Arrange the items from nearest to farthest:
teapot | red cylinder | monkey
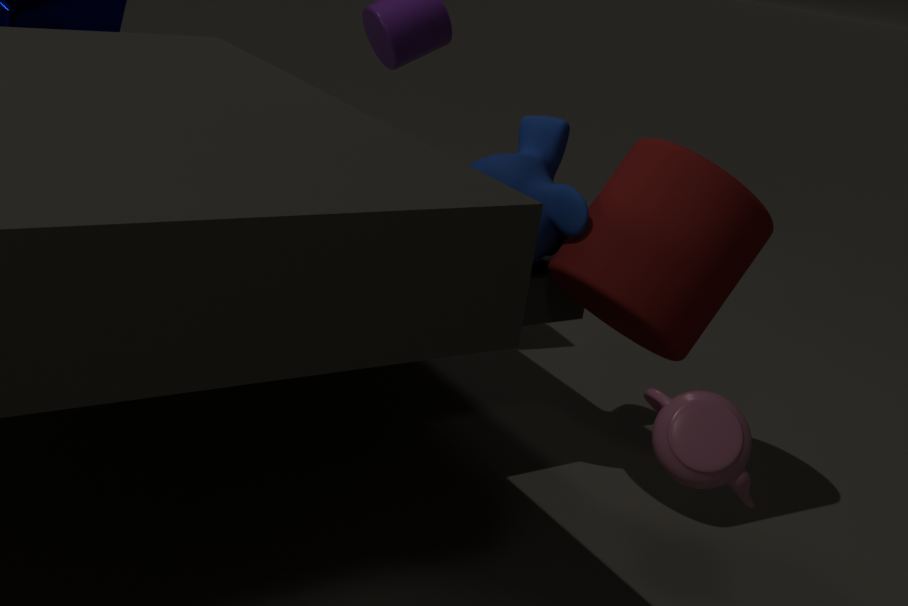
teapot → red cylinder → monkey
